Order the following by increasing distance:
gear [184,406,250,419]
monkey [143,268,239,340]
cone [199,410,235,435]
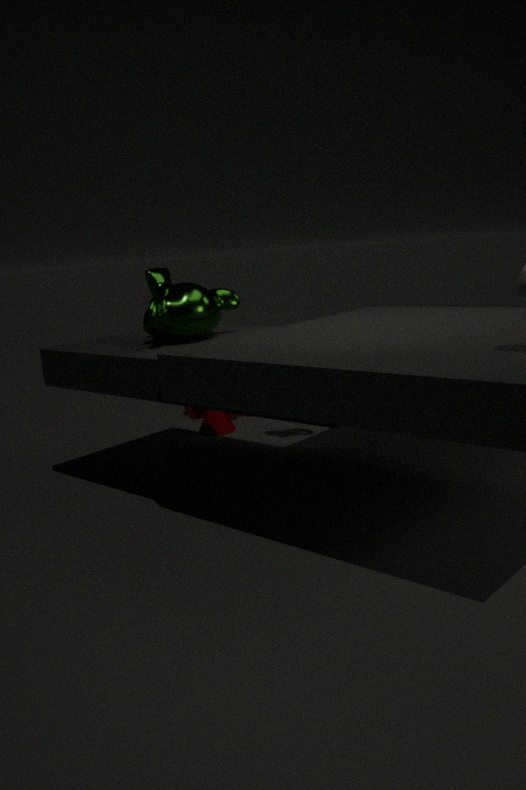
1. monkey [143,268,239,340]
2. cone [199,410,235,435]
3. gear [184,406,250,419]
